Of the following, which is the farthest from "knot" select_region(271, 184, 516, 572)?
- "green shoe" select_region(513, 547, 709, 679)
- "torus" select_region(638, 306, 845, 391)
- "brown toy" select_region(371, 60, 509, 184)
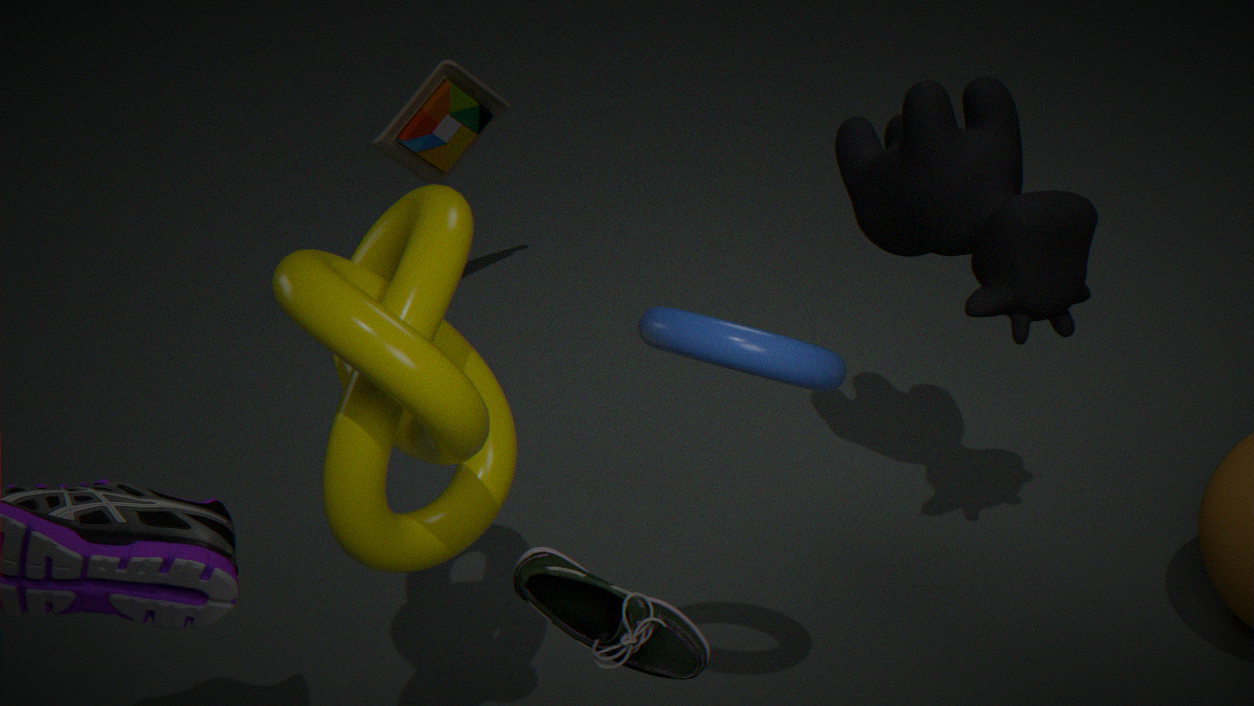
"brown toy" select_region(371, 60, 509, 184)
